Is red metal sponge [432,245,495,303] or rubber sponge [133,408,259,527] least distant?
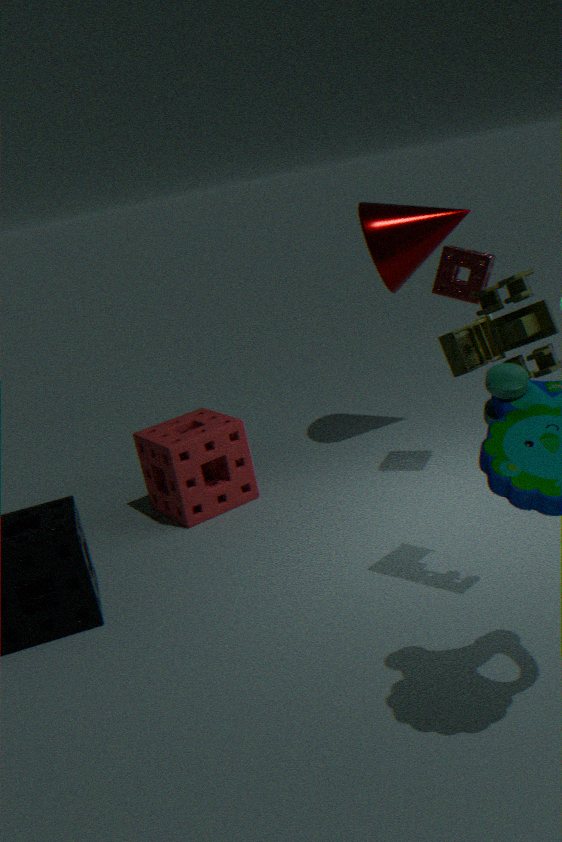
red metal sponge [432,245,495,303]
